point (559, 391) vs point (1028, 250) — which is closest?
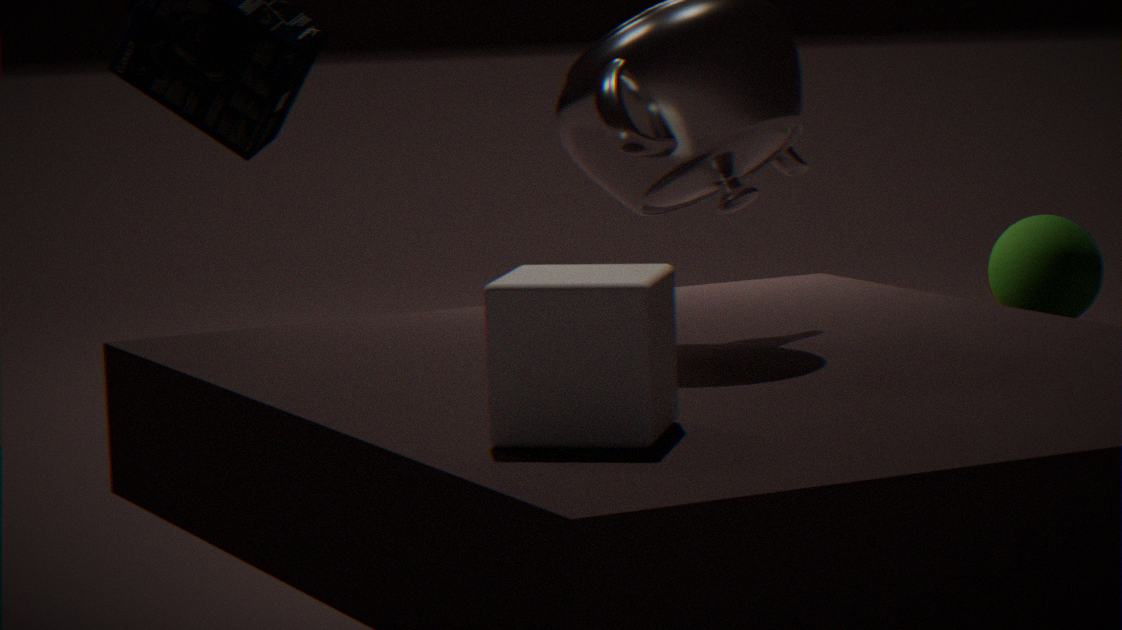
point (559, 391)
